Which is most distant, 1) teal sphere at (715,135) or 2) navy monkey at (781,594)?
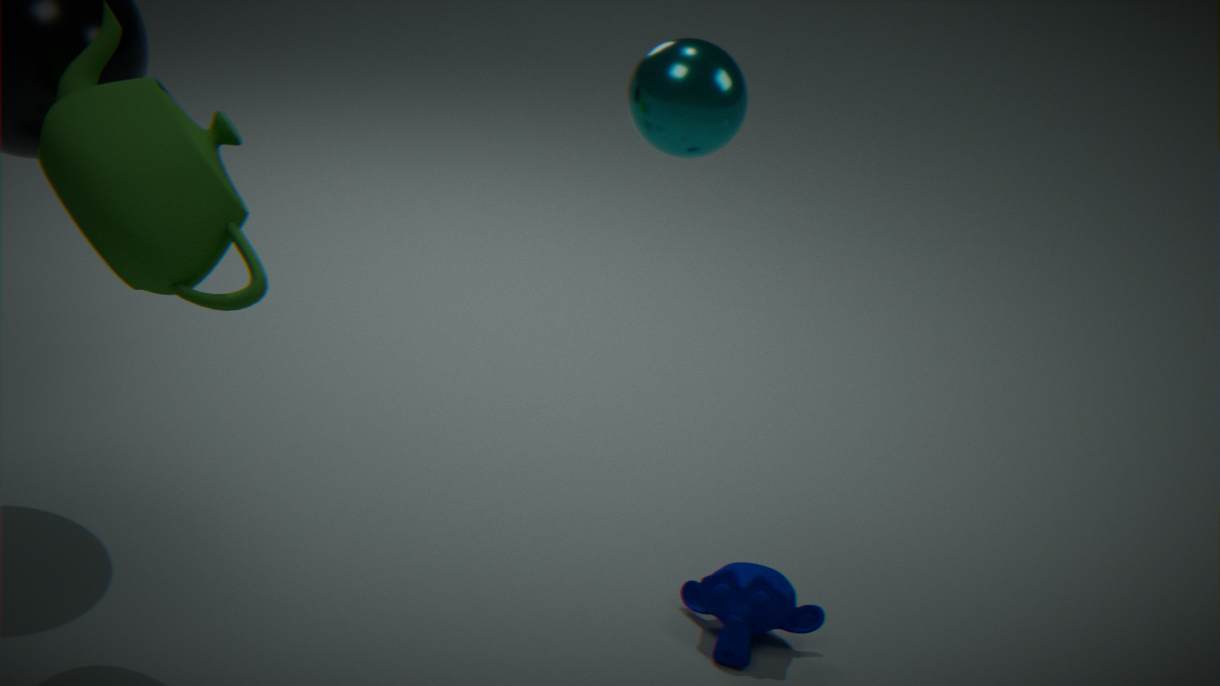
2. navy monkey at (781,594)
